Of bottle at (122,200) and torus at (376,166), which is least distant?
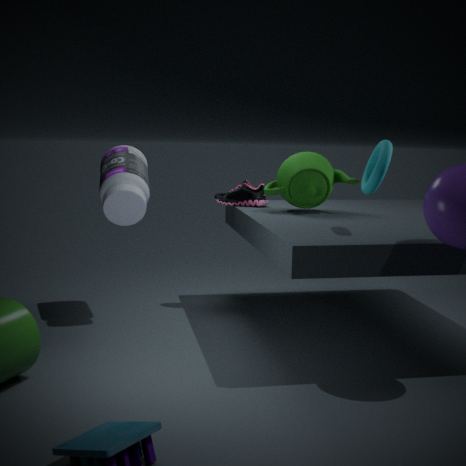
torus at (376,166)
